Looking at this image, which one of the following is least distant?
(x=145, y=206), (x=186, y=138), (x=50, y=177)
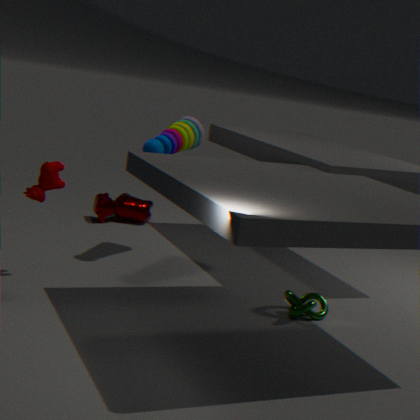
(x=50, y=177)
